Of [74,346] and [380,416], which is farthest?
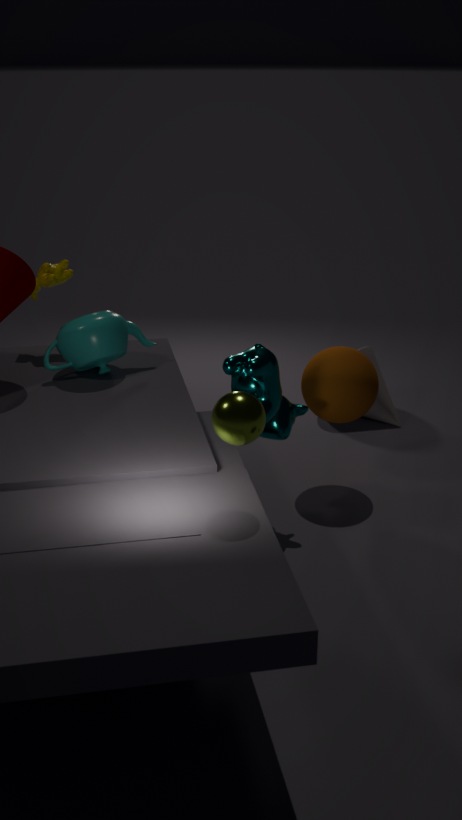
[380,416]
